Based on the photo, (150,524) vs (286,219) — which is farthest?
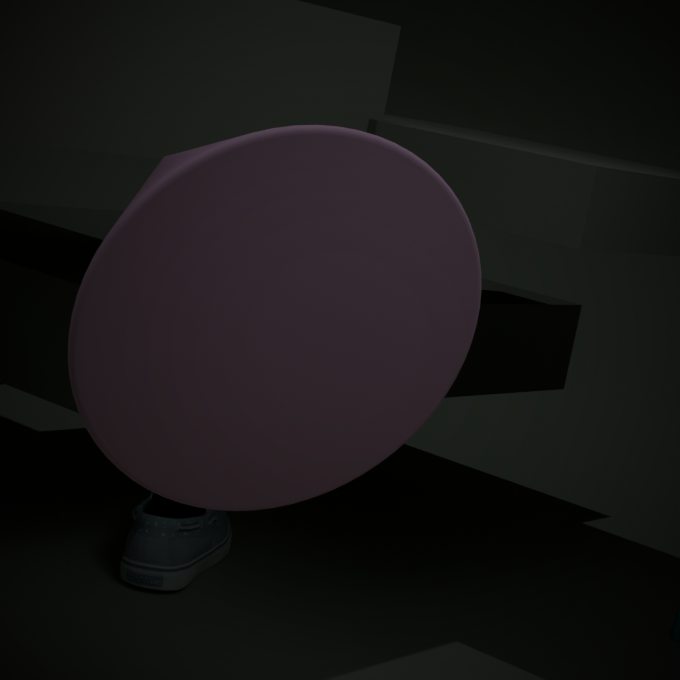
(150,524)
